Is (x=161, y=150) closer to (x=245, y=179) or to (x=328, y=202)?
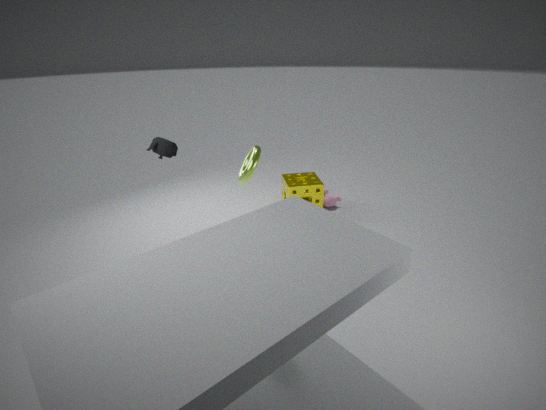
(x=245, y=179)
